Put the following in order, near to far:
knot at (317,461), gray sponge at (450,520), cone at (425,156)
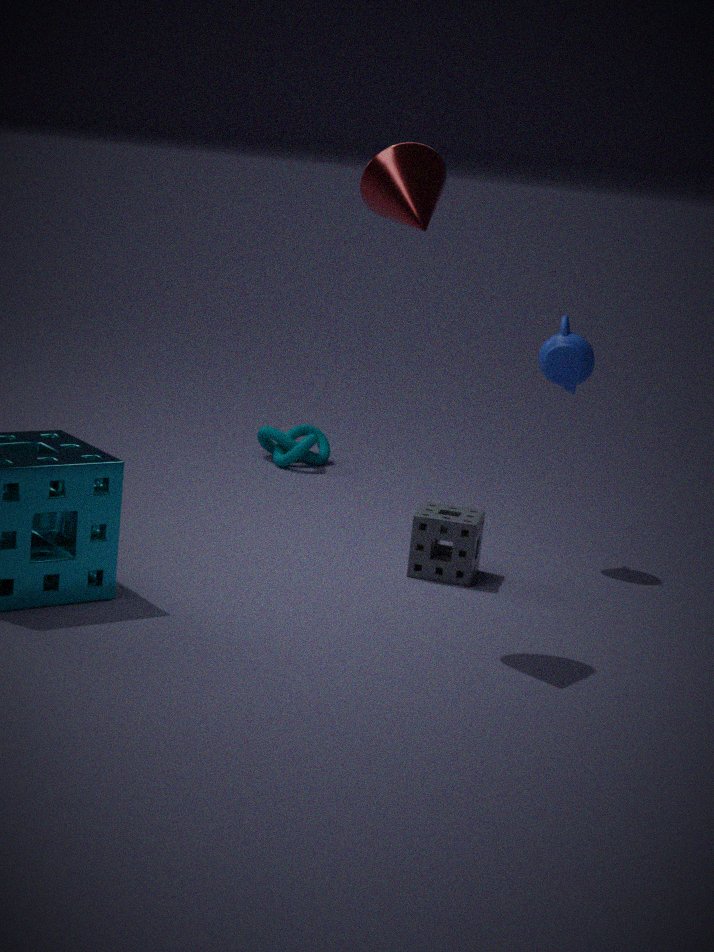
cone at (425,156), gray sponge at (450,520), knot at (317,461)
